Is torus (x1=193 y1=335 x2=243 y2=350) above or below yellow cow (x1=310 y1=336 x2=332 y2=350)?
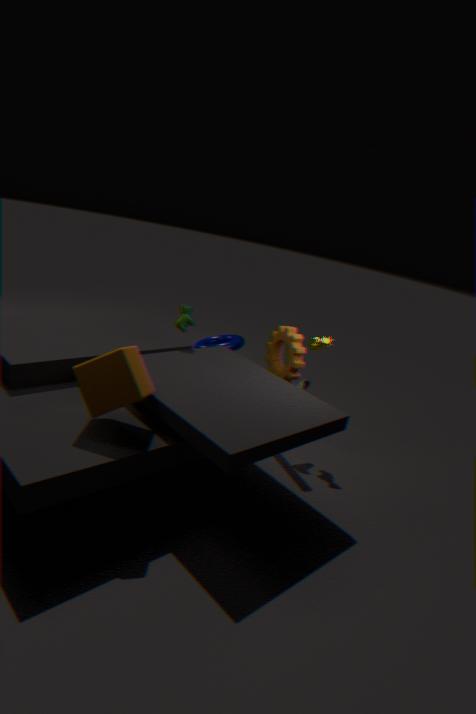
below
